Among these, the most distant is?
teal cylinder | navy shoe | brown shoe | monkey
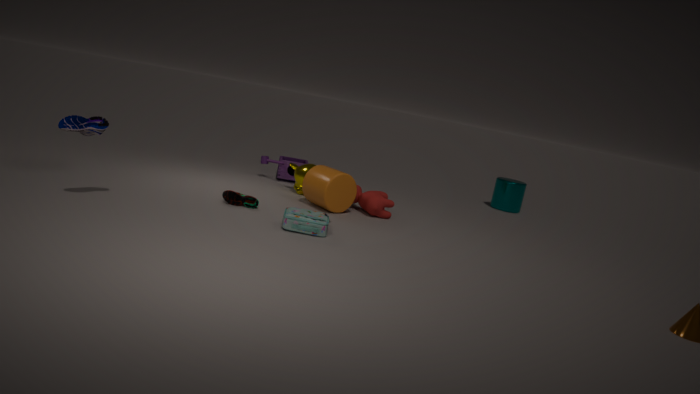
teal cylinder
